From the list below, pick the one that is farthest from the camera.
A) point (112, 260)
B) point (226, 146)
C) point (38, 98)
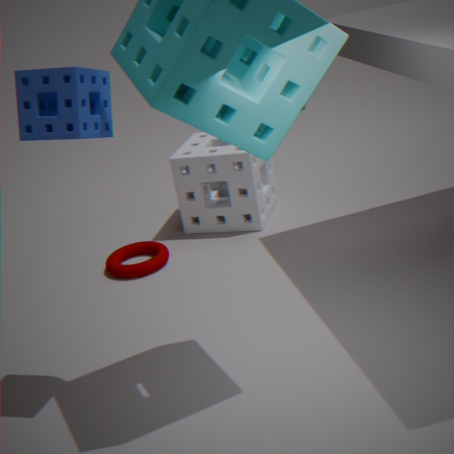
B. point (226, 146)
